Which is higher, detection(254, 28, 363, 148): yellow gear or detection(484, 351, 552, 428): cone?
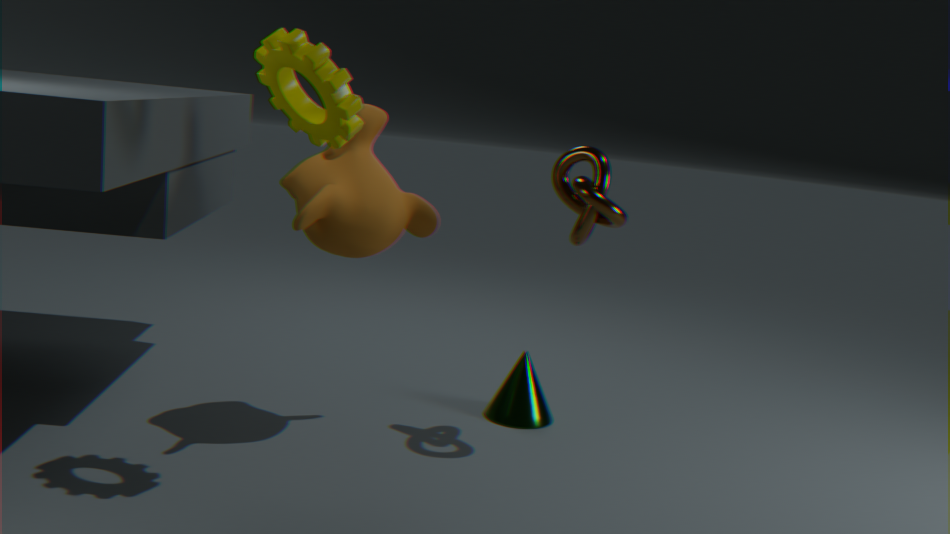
detection(254, 28, 363, 148): yellow gear
